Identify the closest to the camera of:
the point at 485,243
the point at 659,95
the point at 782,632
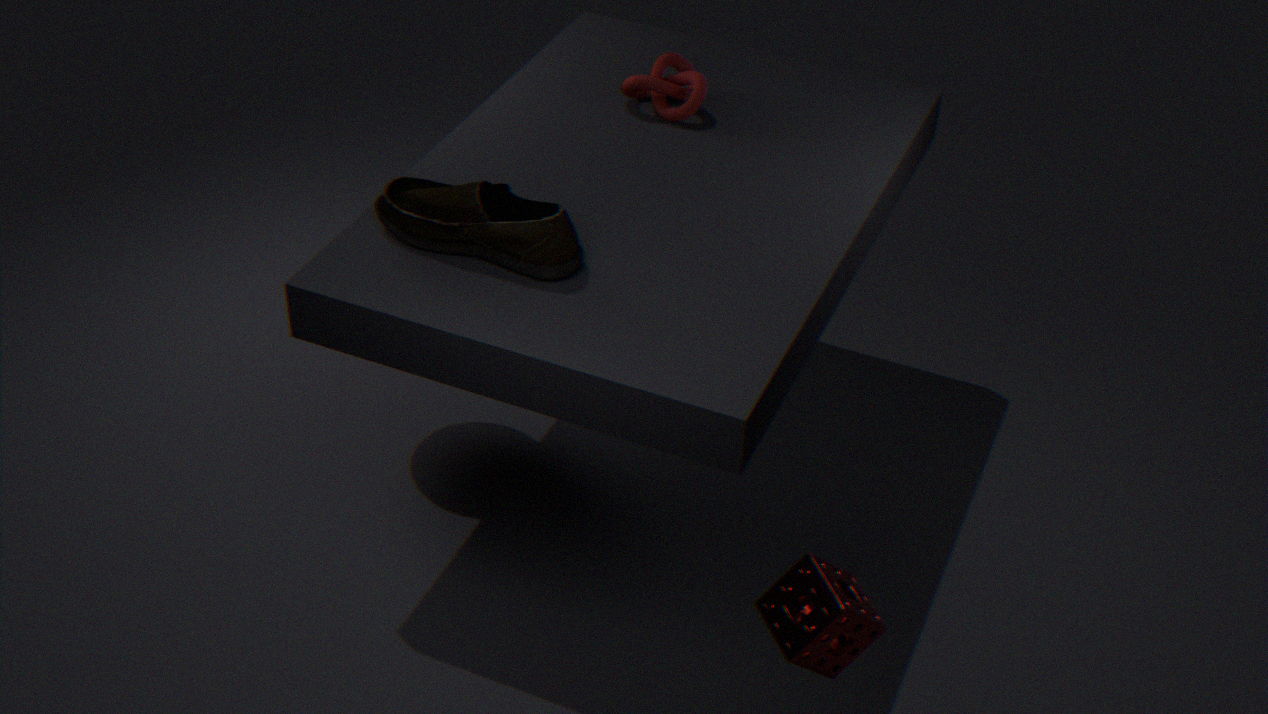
the point at 782,632
